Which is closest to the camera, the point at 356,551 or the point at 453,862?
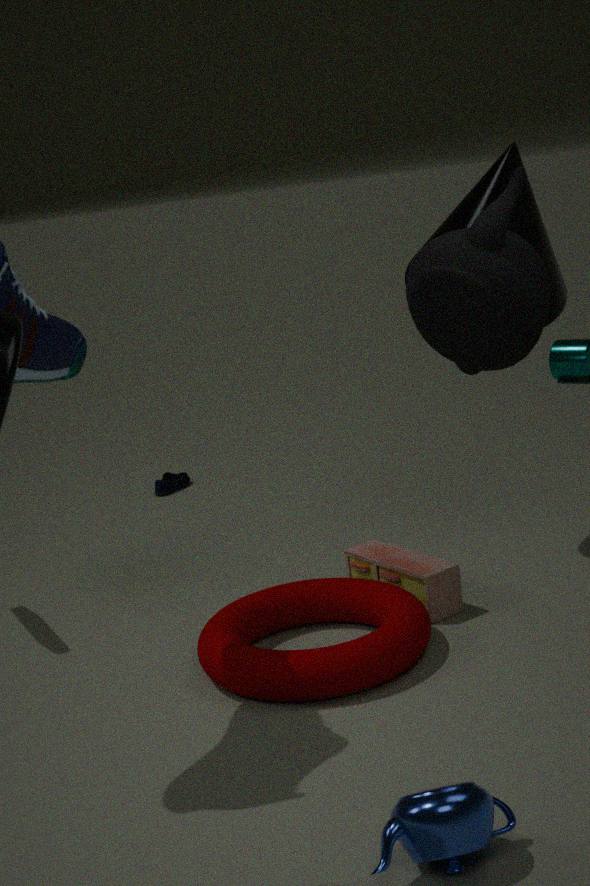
the point at 453,862
